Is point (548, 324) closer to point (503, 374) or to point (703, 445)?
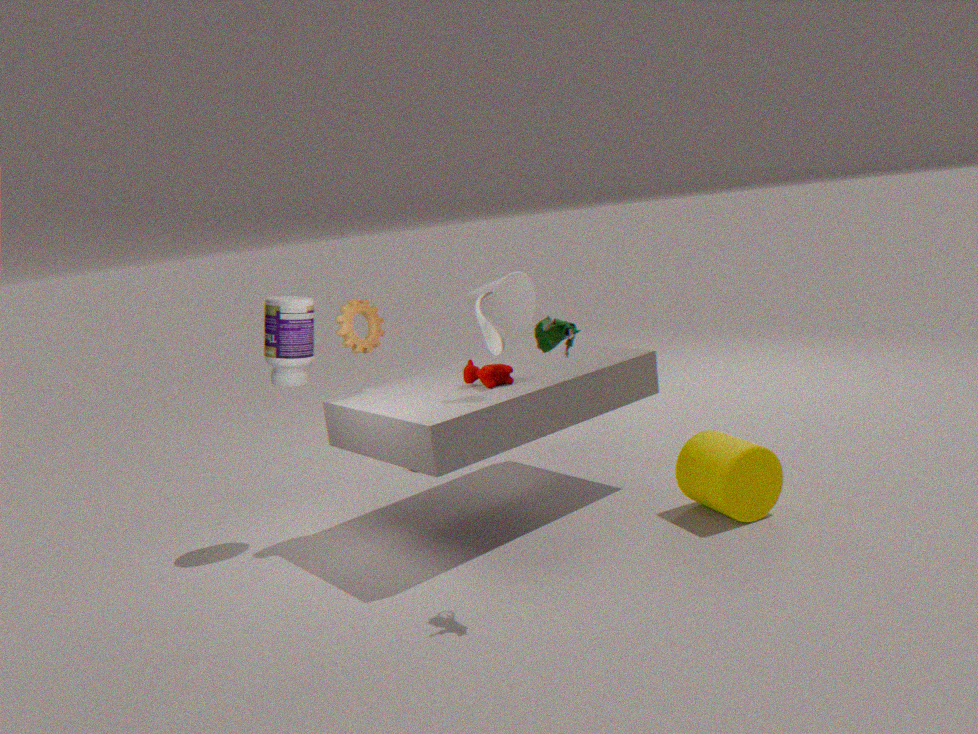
point (503, 374)
